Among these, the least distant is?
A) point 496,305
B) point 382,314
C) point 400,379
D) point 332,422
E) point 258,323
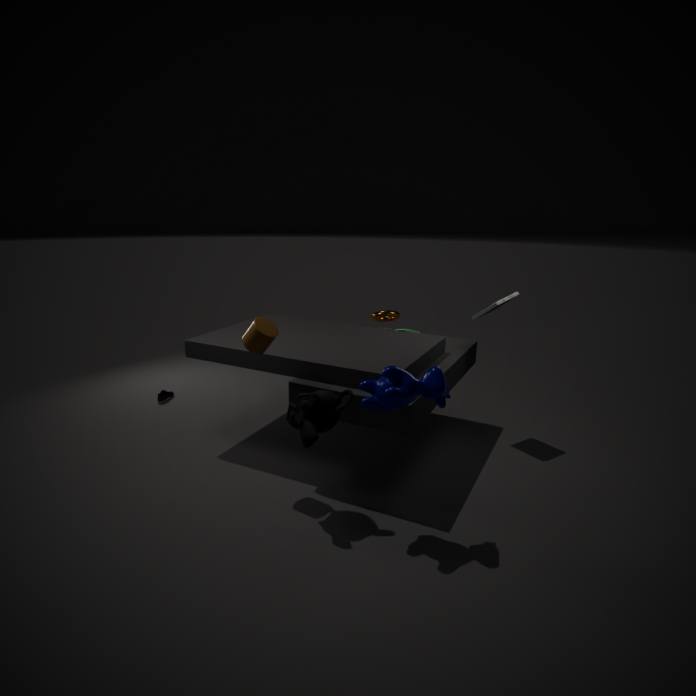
point 400,379
